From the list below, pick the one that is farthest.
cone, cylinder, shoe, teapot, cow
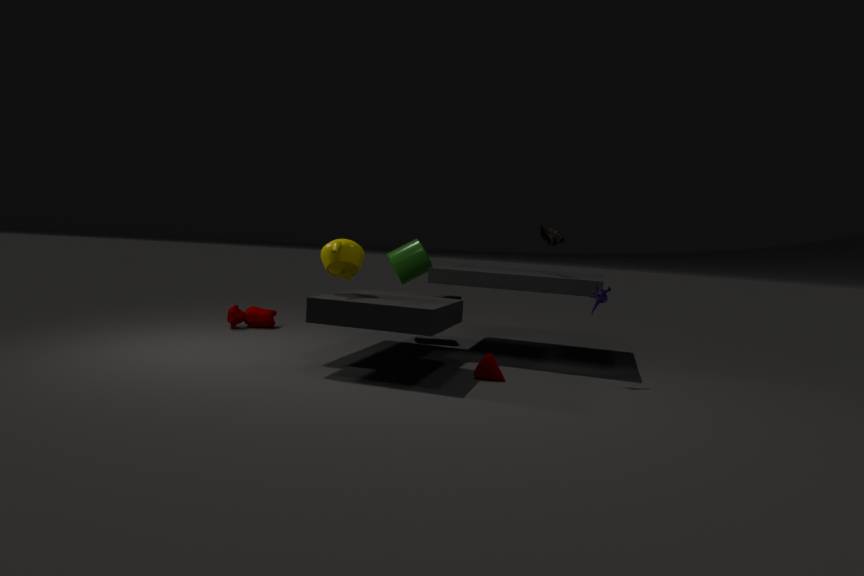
cow
